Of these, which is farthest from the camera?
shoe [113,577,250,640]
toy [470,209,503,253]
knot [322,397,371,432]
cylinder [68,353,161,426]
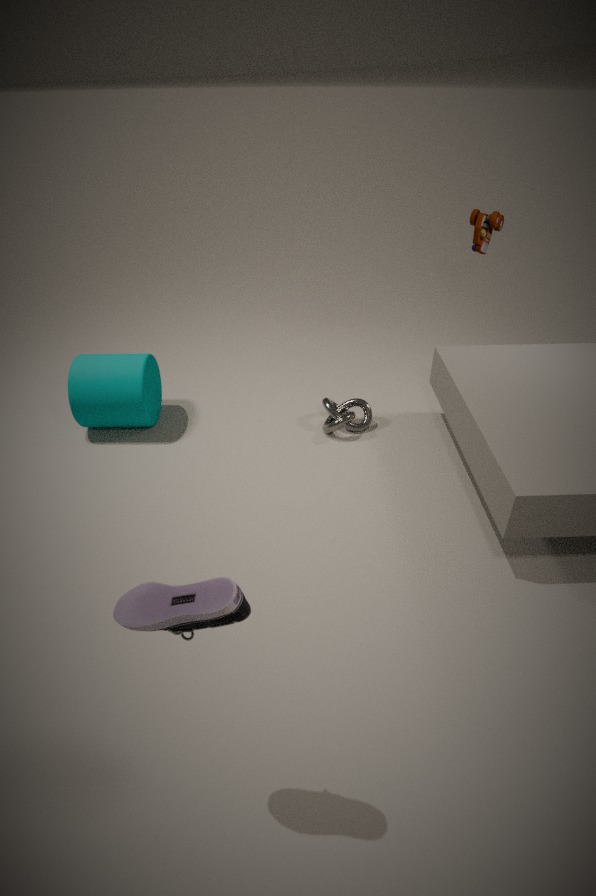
toy [470,209,503,253]
